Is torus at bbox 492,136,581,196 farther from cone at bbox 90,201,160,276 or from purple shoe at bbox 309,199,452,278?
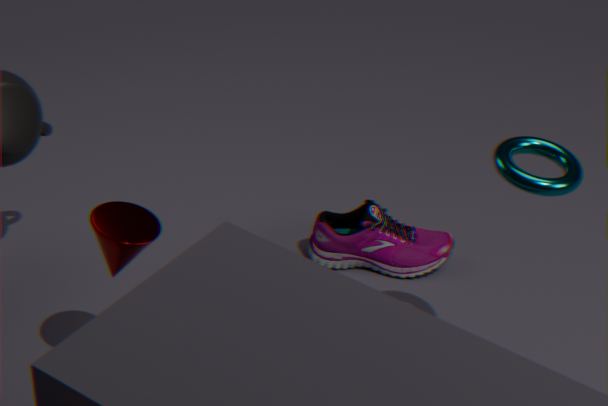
cone at bbox 90,201,160,276
